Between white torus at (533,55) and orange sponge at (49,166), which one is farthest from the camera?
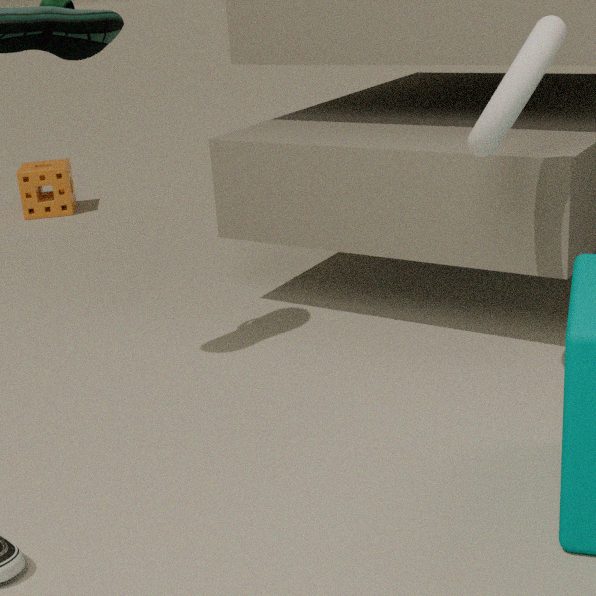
orange sponge at (49,166)
